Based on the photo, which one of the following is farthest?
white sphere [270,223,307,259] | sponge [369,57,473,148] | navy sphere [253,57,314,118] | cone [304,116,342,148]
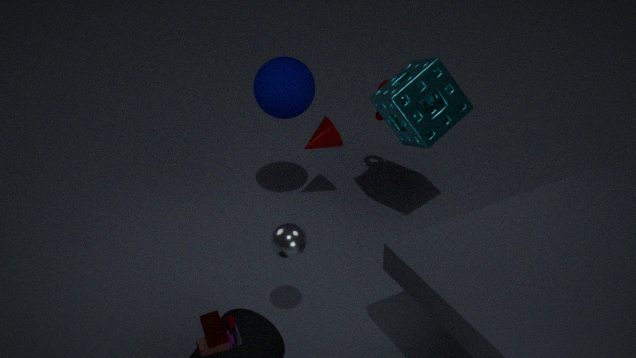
cone [304,116,342,148]
